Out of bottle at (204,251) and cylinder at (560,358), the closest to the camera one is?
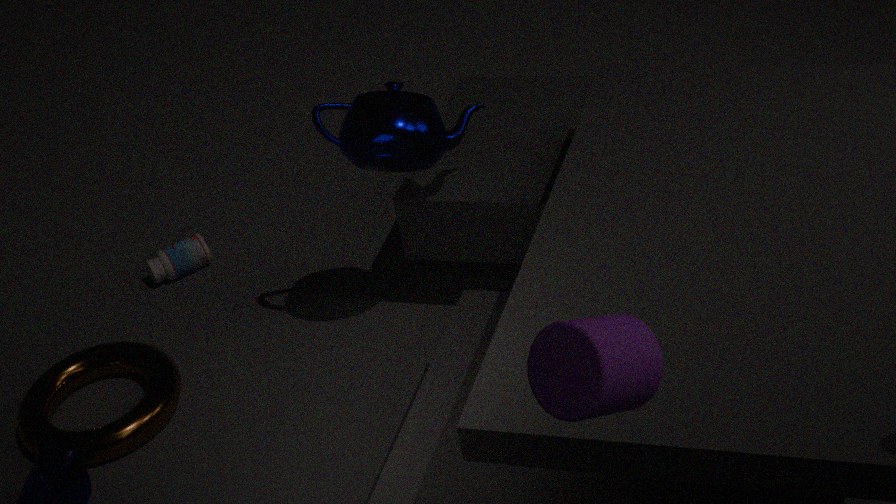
cylinder at (560,358)
